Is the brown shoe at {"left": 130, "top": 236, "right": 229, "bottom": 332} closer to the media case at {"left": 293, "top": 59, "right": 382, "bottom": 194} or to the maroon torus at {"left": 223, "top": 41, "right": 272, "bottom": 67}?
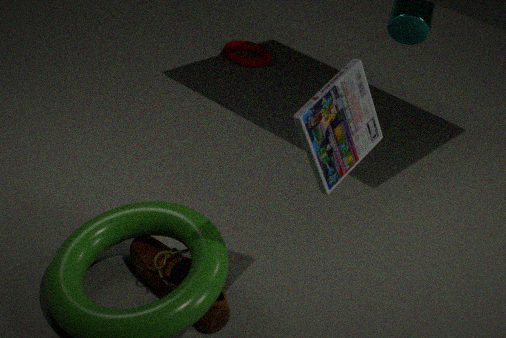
the media case at {"left": 293, "top": 59, "right": 382, "bottom": 194}
